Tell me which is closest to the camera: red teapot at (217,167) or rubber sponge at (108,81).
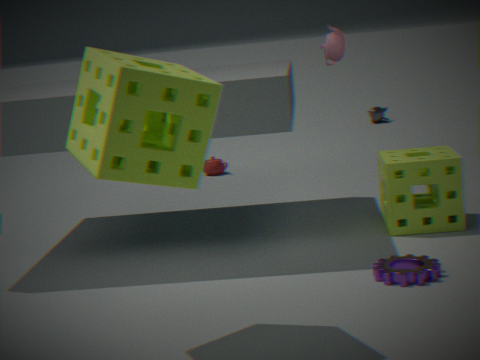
rubber sponge at (108,81)
